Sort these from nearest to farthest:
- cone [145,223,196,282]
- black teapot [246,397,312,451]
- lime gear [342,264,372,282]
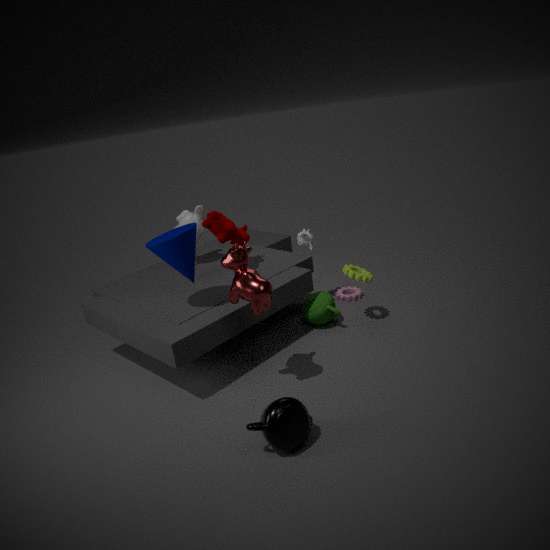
black teapot [246,397,312,451] → cone [145,223,196,282] → lime gear [342,264,372,282]
